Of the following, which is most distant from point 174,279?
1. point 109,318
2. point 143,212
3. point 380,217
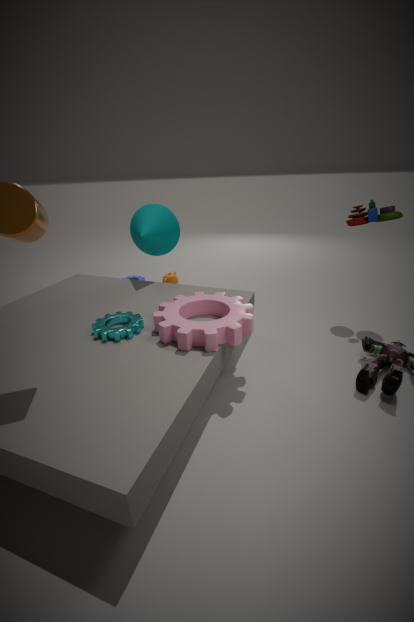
point 380,217
